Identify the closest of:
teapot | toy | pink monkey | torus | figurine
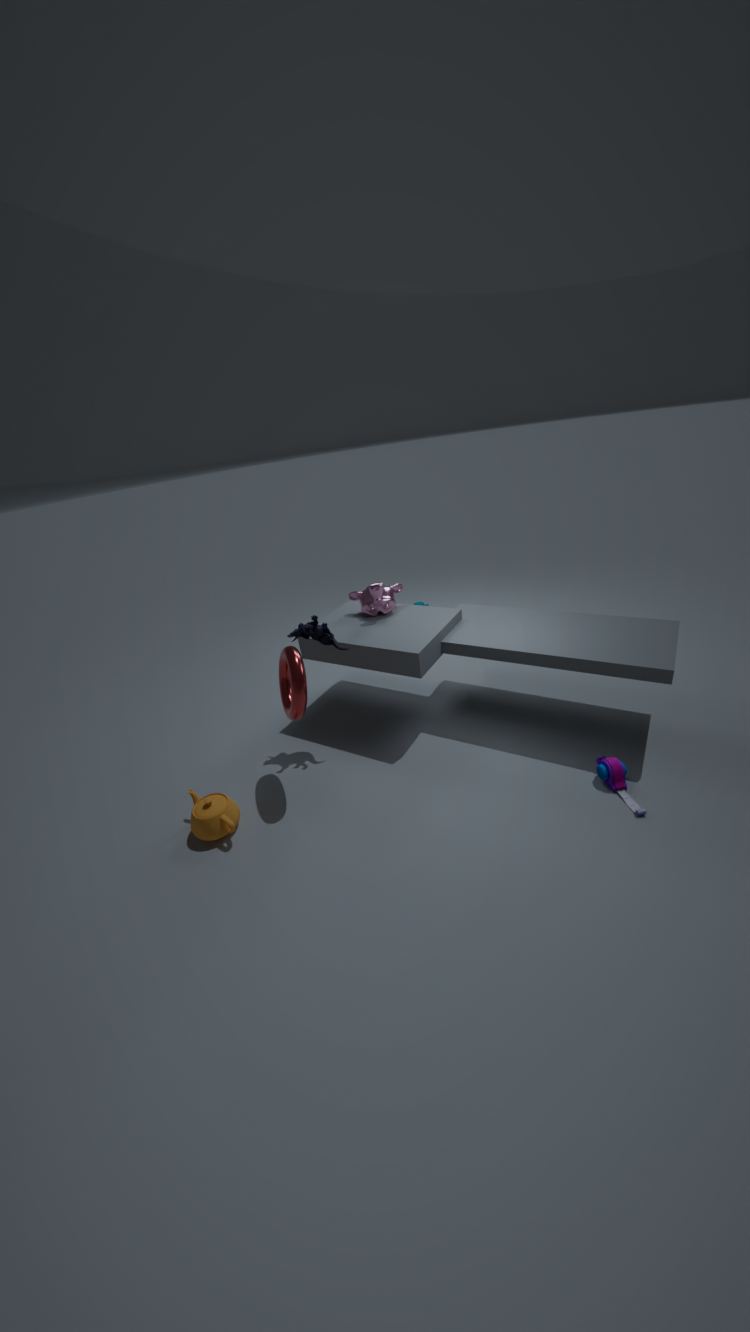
toy
